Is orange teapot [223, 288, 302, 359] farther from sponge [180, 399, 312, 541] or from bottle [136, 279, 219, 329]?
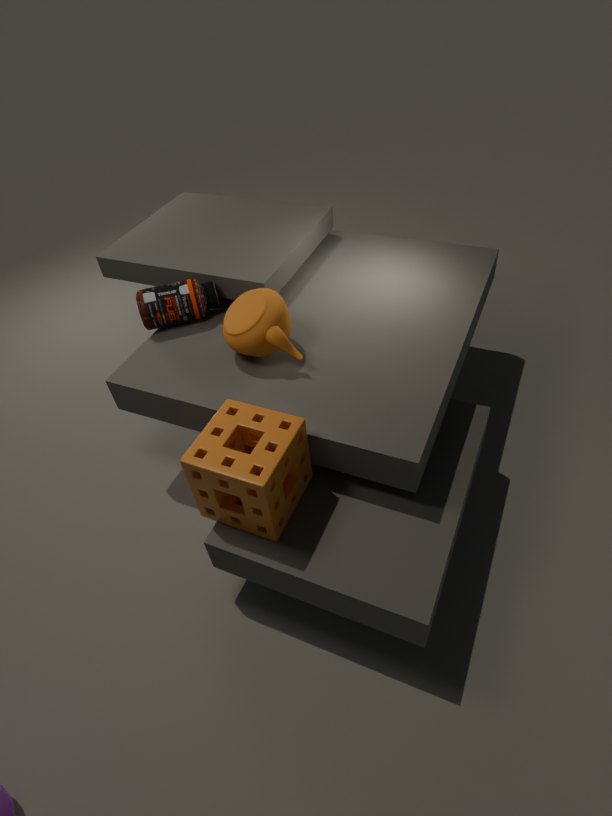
sponge [180, 399, 312, 541]
